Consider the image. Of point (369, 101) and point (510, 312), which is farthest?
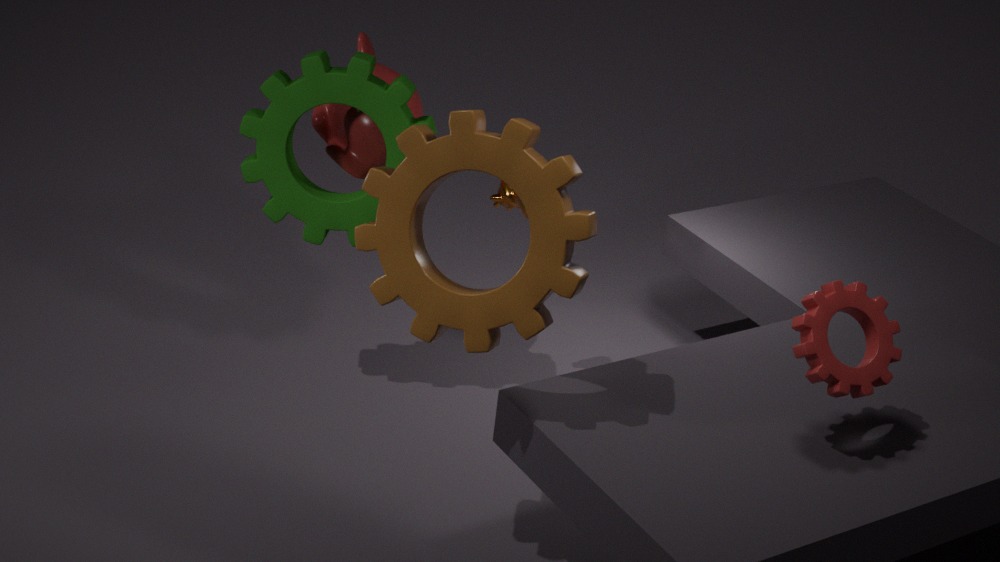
point (369, 101)
